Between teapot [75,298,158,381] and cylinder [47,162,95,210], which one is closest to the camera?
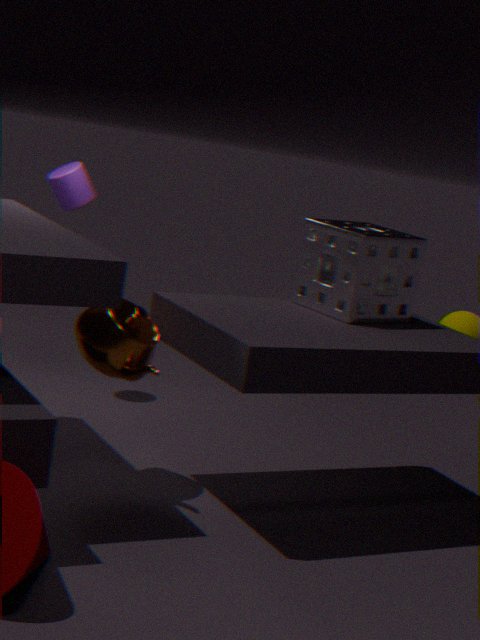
teapot [75,298,158,381]
